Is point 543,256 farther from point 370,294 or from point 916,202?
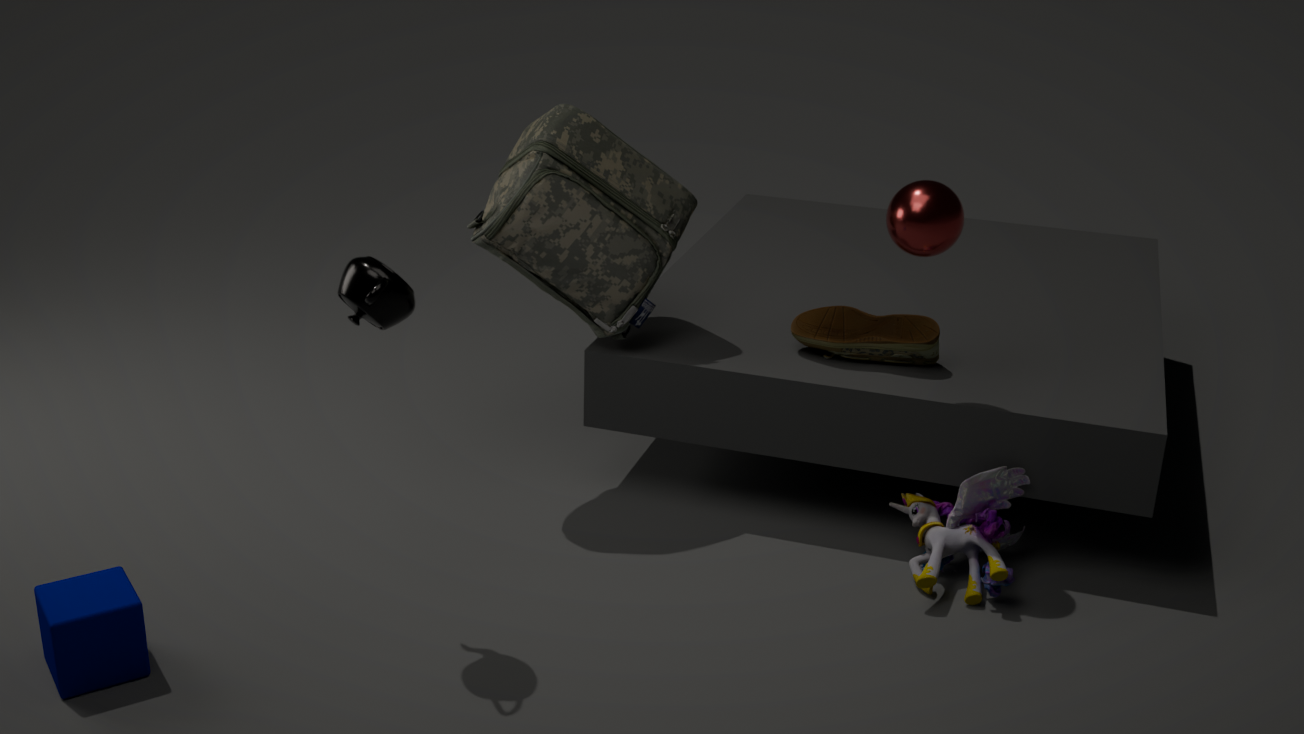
point 916,202
